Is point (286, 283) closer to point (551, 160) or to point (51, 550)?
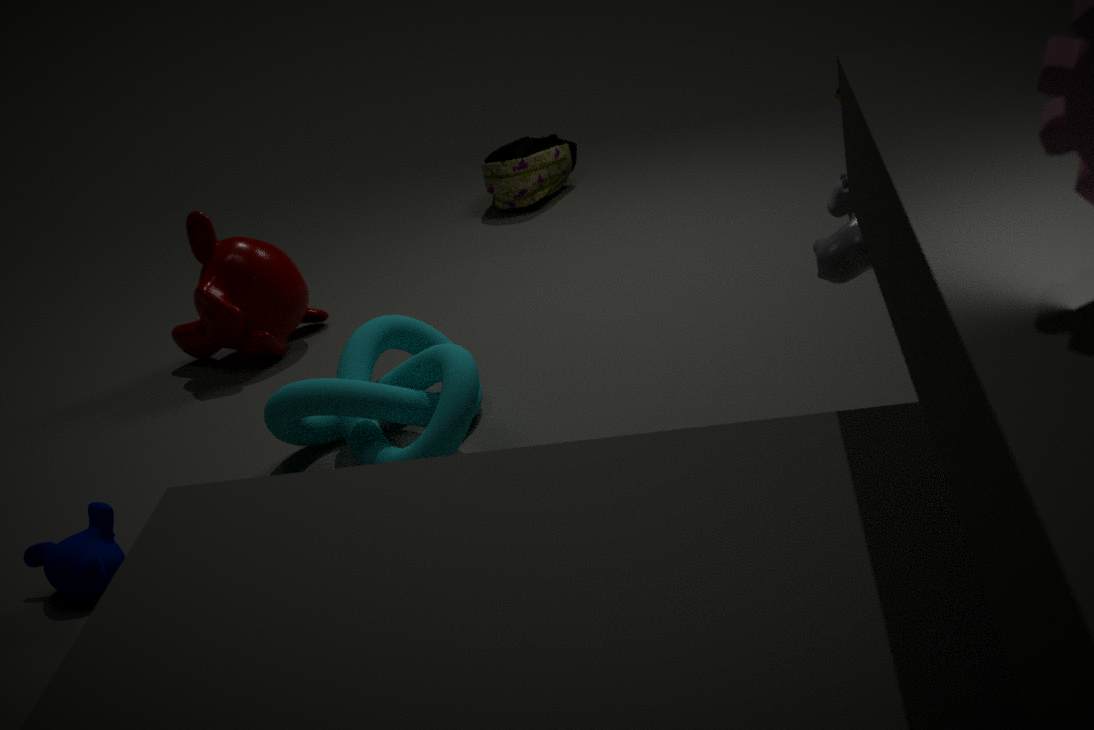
point (51, 550)
